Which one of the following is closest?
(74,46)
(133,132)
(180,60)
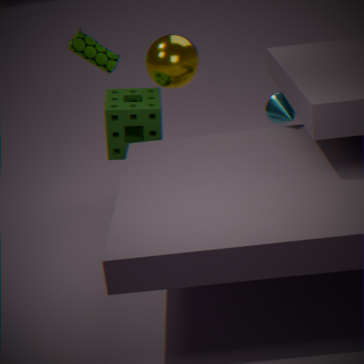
(180,60)
